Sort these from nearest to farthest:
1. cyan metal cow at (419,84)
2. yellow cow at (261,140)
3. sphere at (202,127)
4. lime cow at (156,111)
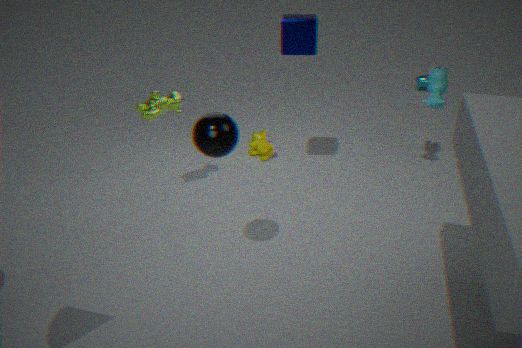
1. sphere at (202,127)
2. lime cow at (156,111)
3. yellow cow at (261,140)
4. cyan metal cow at (419,84)
